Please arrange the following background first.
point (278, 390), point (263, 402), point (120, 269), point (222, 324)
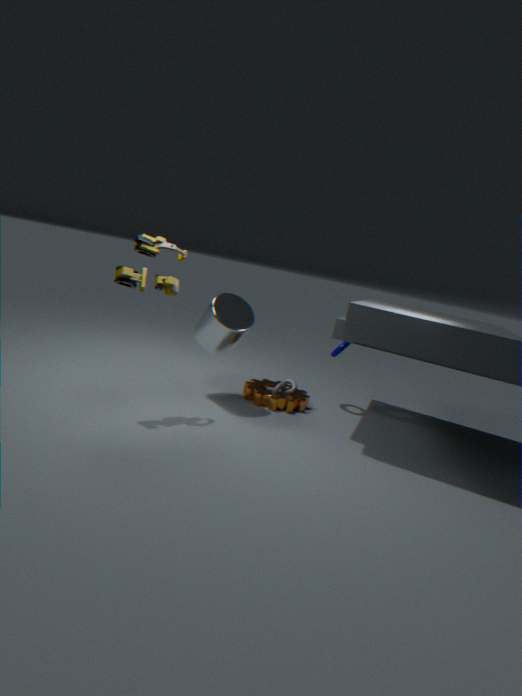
point (278, 390) → point (263, 402) → point (222, 324) → point (120, 269)
